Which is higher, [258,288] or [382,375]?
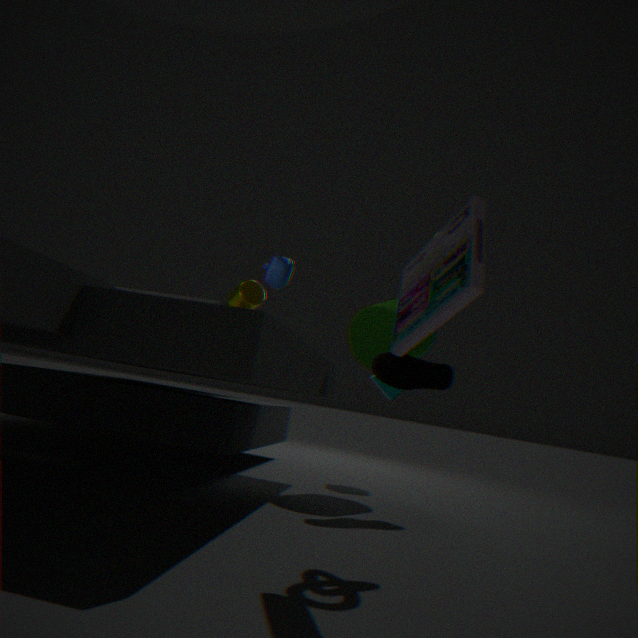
[258,288]
